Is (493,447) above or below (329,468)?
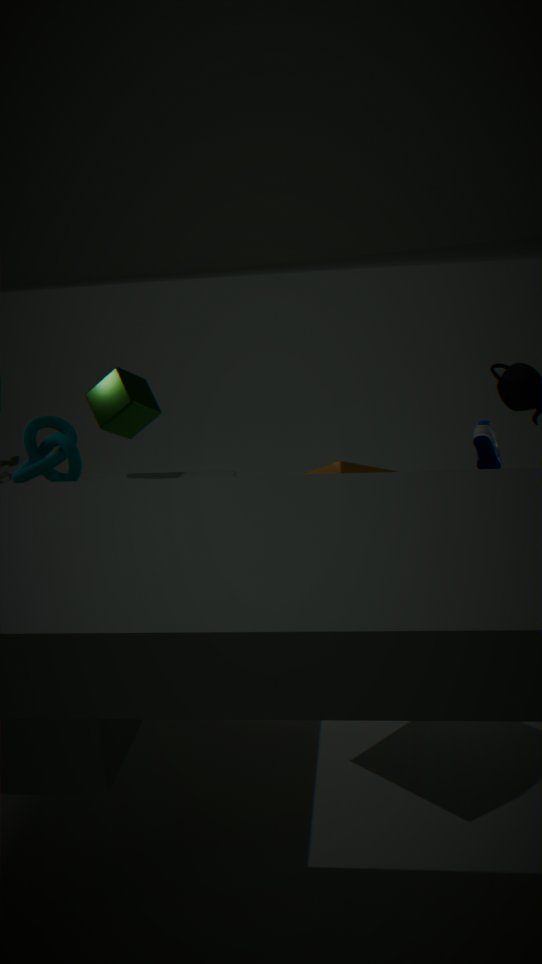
above
